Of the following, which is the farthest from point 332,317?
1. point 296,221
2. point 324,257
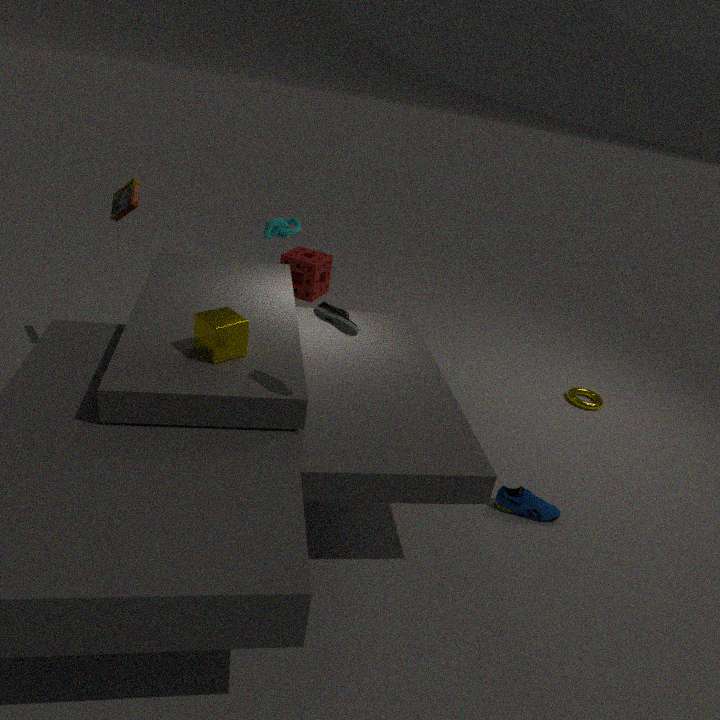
point 324,257
